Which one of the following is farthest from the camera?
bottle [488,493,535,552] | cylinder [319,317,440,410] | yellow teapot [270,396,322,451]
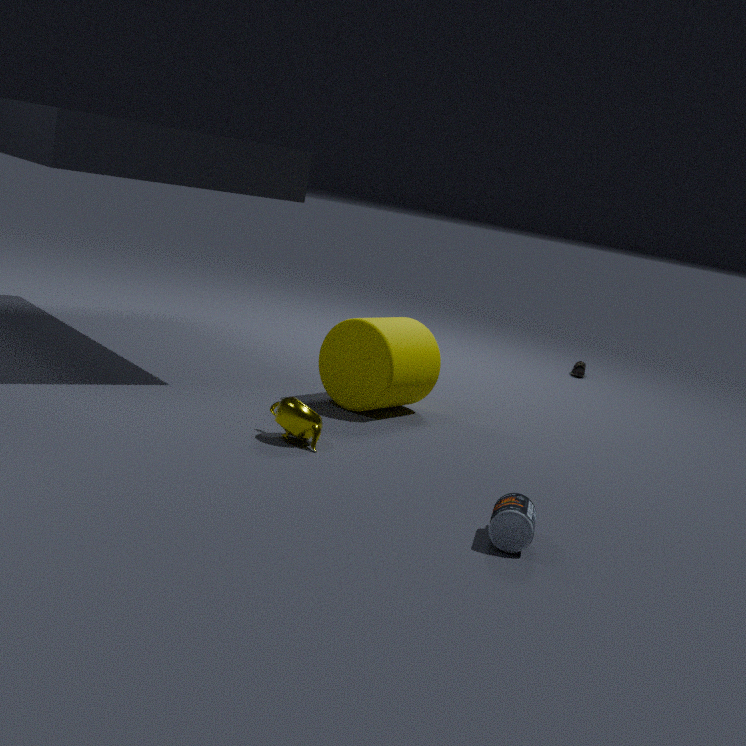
cylinder [319,317,440,410]
